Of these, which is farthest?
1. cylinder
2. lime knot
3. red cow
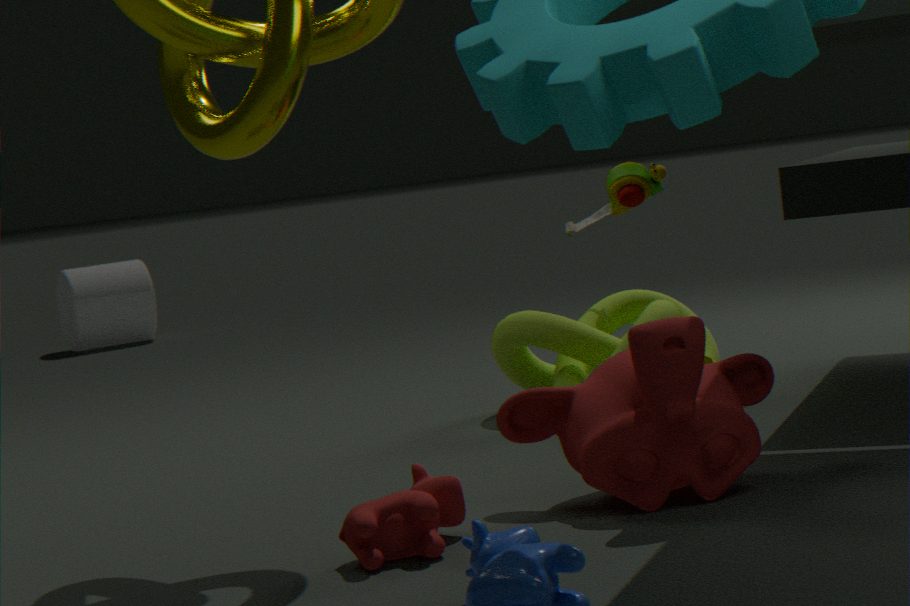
cylinder
